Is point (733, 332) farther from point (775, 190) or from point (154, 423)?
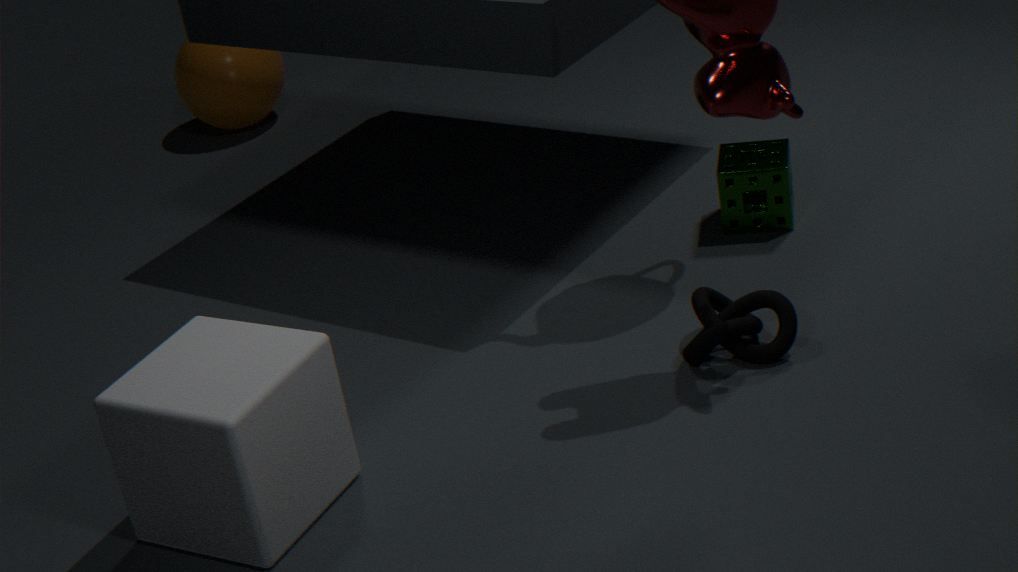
point (154, 423)
